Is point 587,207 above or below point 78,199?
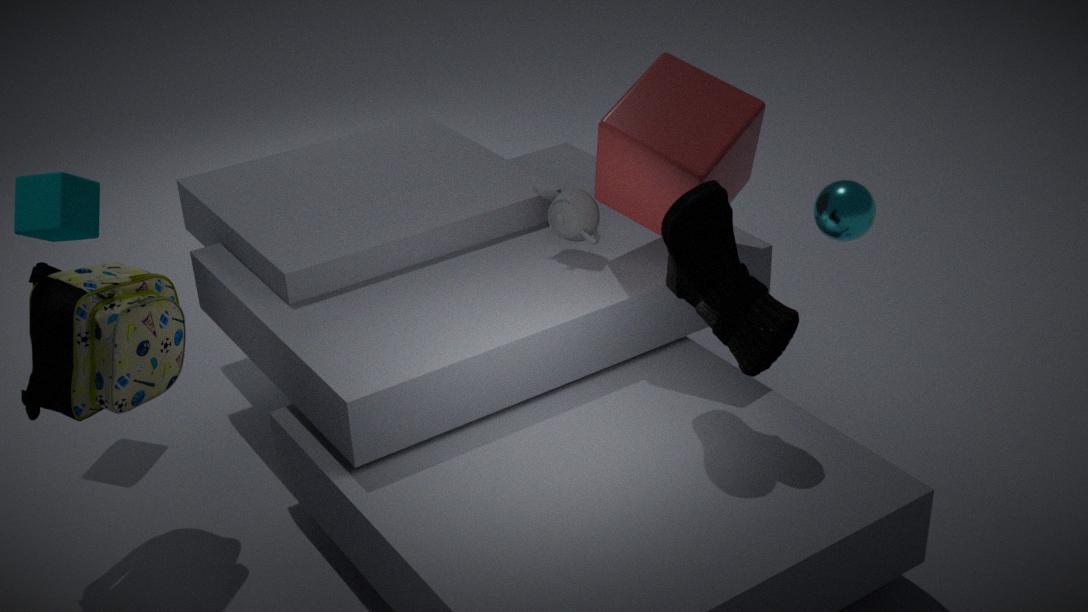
below
